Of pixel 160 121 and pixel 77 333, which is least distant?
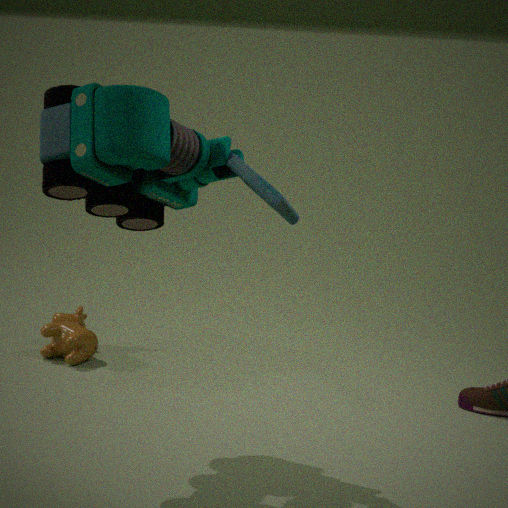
pixel 160 121
